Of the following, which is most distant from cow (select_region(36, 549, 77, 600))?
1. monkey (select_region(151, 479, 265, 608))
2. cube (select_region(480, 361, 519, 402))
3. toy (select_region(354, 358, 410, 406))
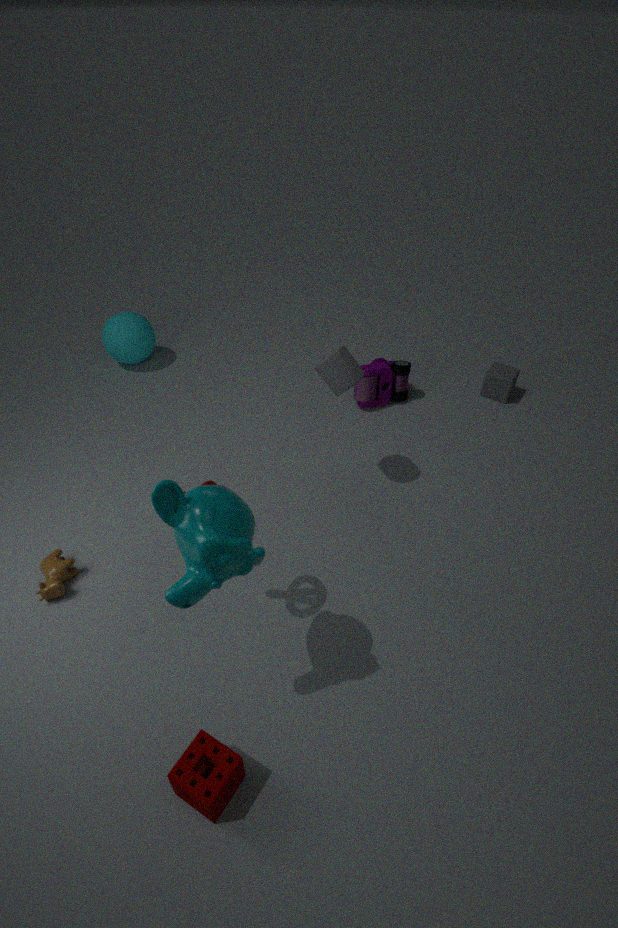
cube (select_region(480, 361, 519, 402))
